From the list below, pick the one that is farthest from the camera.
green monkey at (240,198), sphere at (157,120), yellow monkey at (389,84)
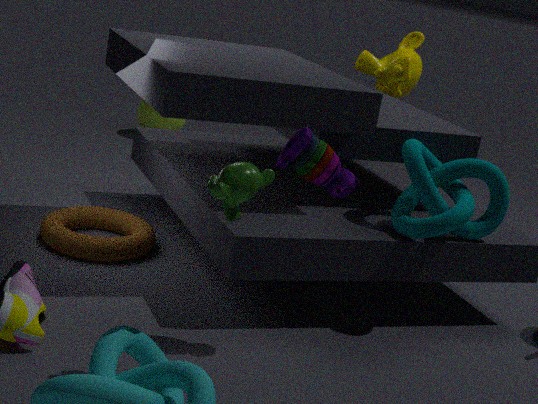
sphere at (157,120)
